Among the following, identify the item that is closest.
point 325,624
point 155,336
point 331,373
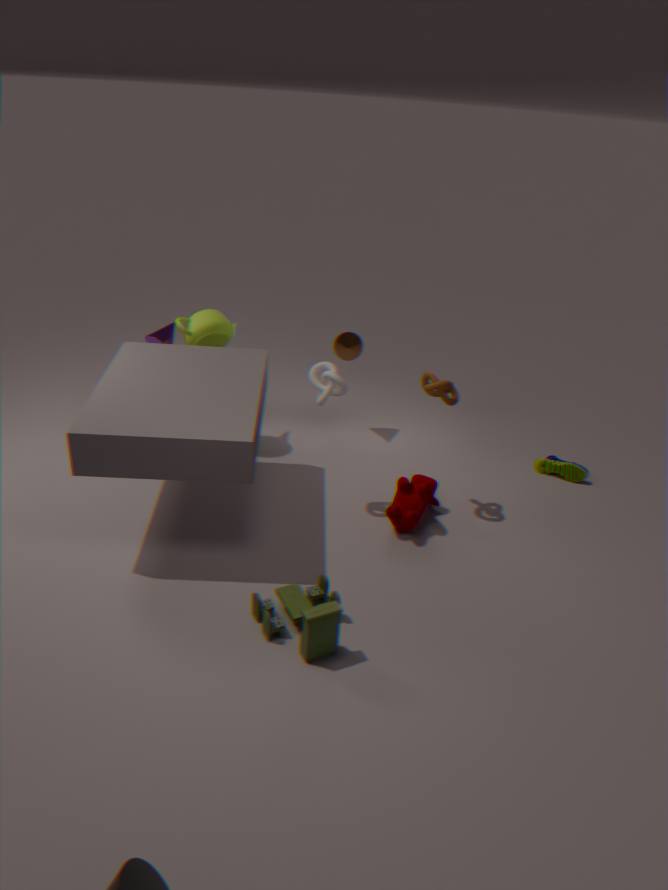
point 325,624
